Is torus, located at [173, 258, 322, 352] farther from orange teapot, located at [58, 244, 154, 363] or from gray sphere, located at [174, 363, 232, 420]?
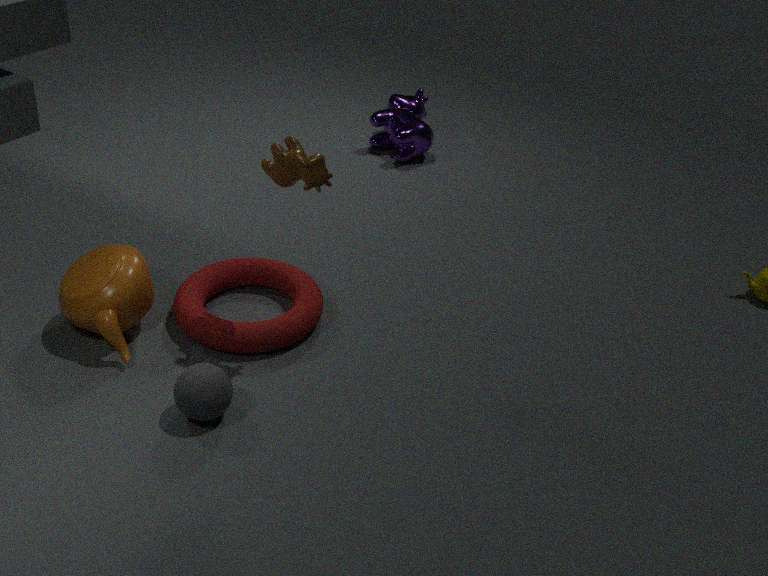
gray sphere, located at [174, 363, 232, 420]
